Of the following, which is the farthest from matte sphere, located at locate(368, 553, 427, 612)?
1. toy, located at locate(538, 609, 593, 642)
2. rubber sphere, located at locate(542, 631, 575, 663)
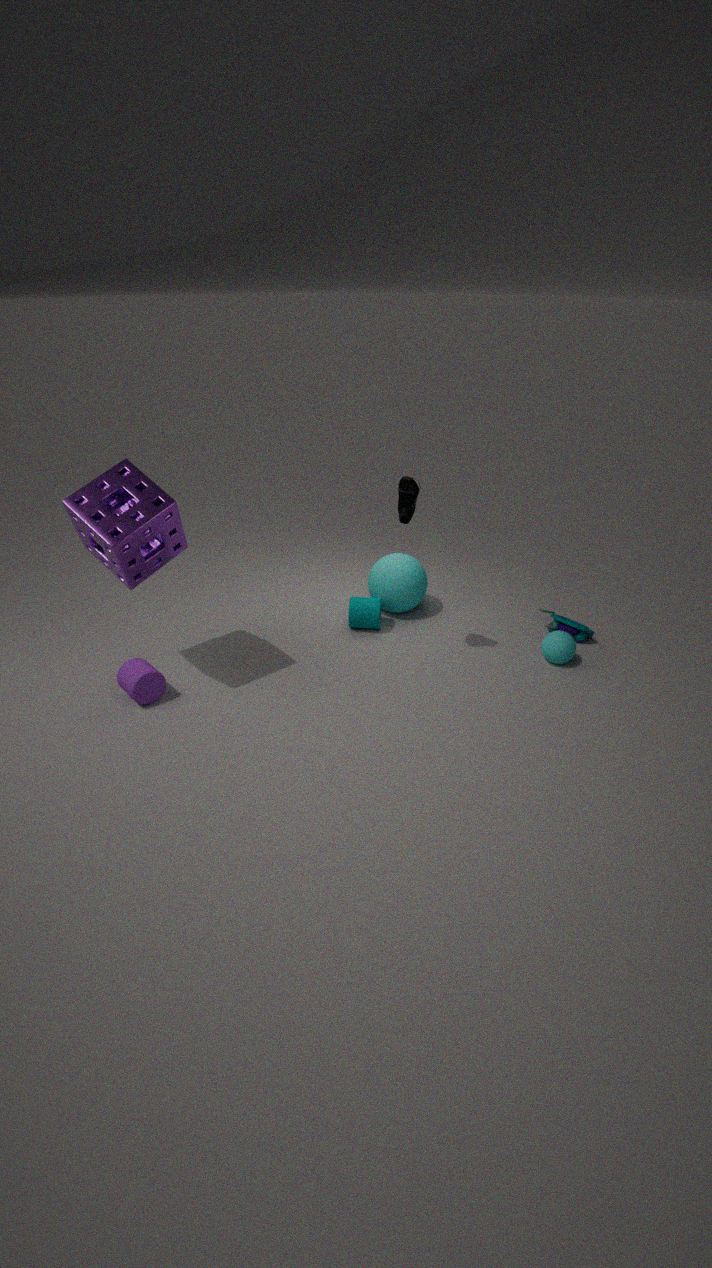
rubber sphere, located at locate(542, 631, 575, 663)
